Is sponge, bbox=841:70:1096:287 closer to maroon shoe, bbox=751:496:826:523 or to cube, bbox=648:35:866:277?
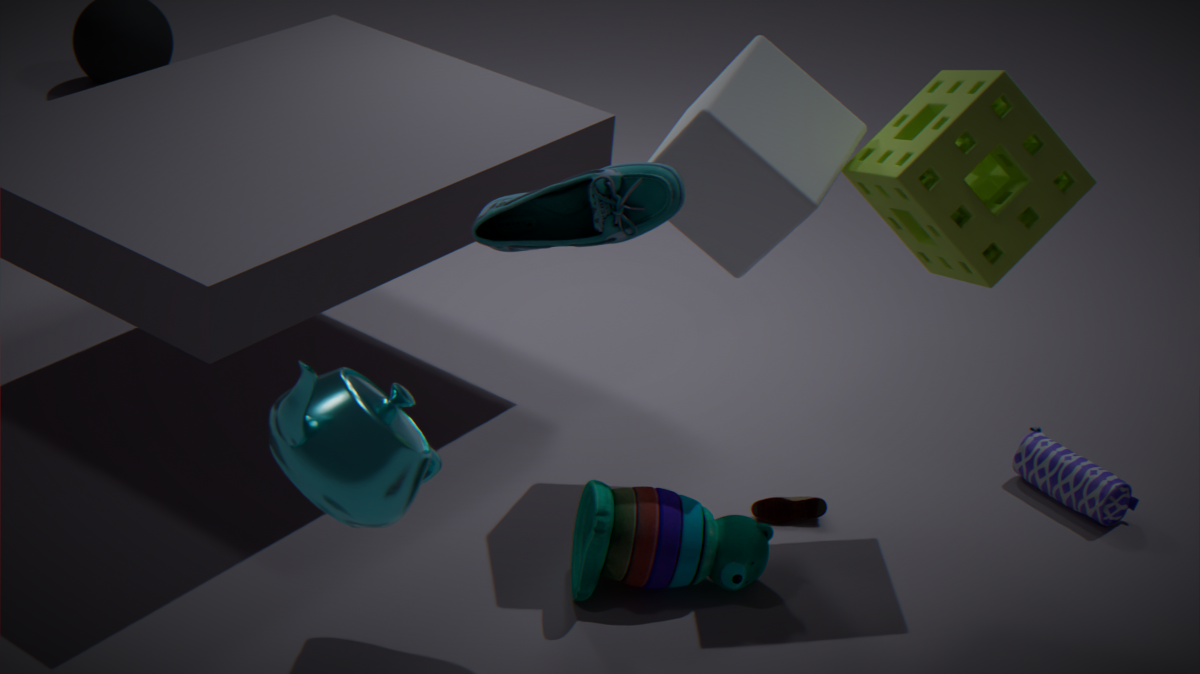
cube, bbox=648:35:866:277
